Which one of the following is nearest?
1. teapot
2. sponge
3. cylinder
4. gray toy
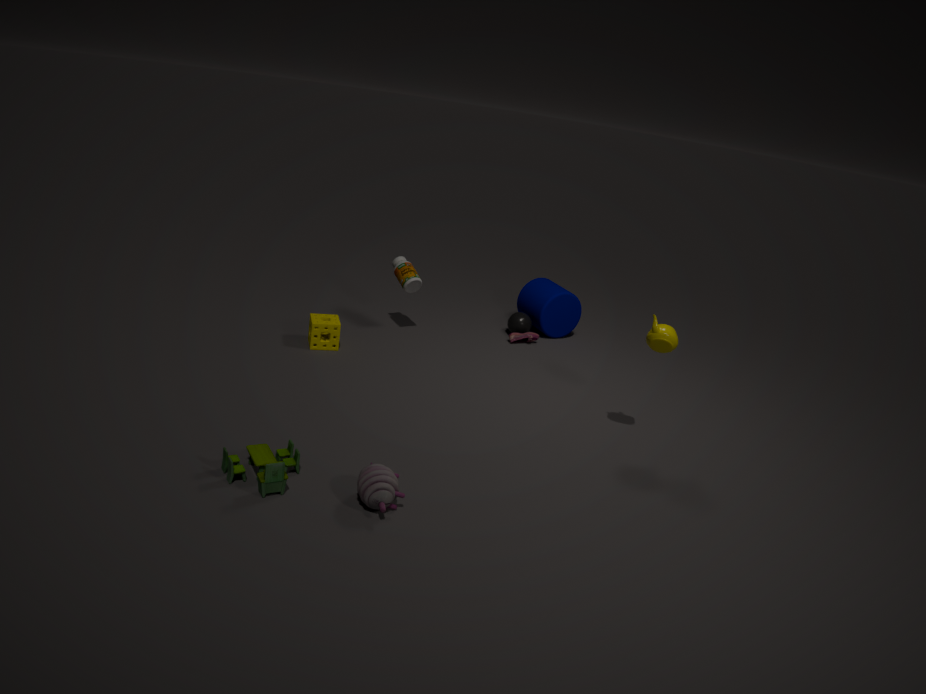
gray toy
